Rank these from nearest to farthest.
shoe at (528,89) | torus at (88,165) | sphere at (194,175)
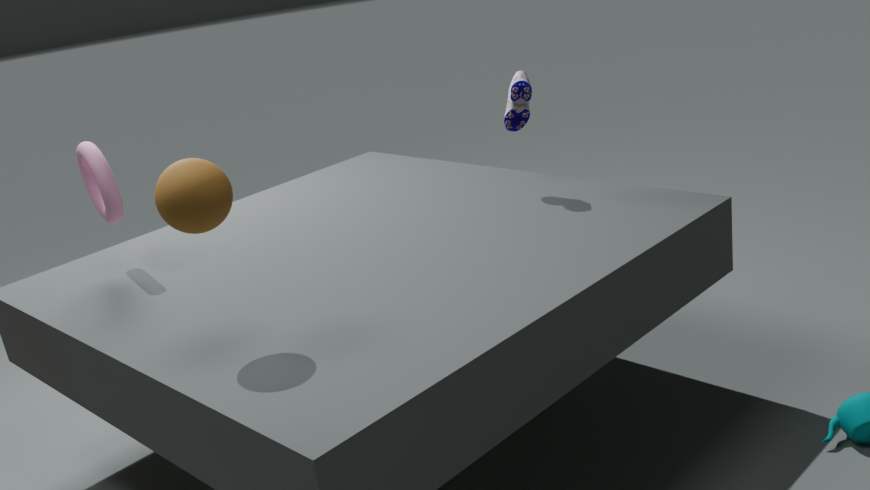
sphere at (194,175), torus at (88,165), shoe at (528,89)
